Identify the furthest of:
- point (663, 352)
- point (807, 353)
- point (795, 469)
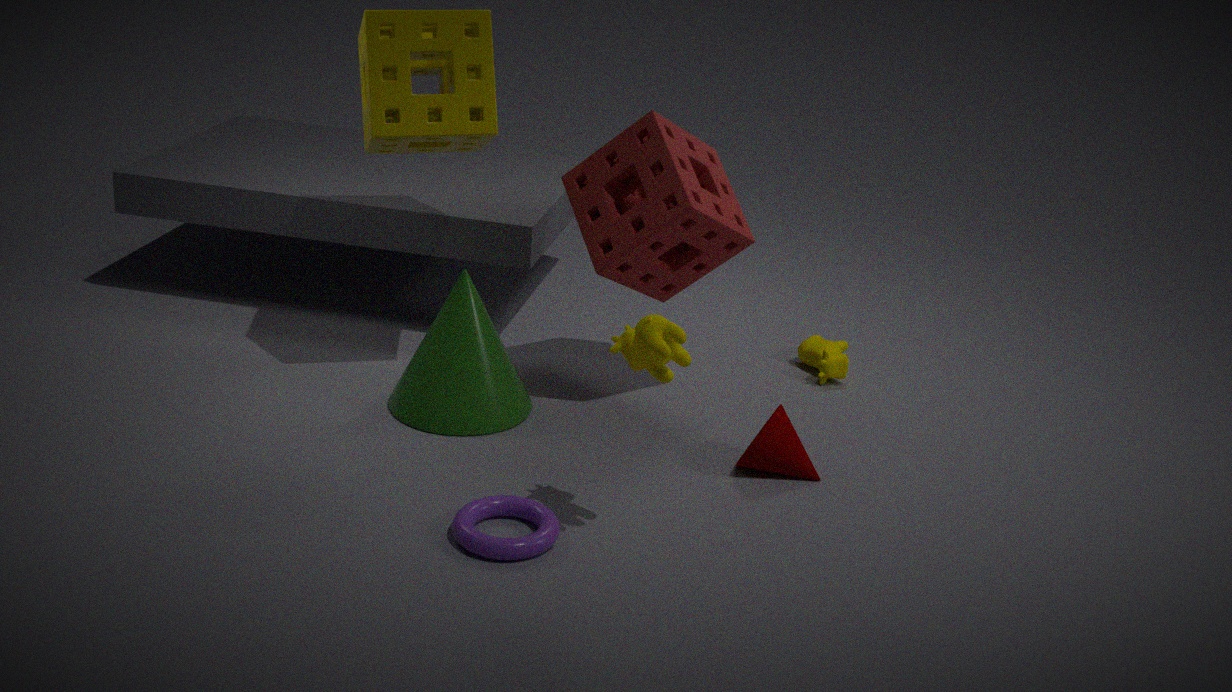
point (807, 353)
